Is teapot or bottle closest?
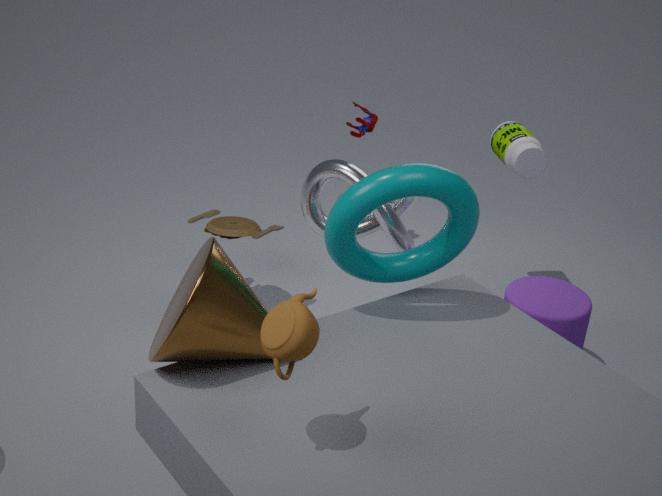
teapot
